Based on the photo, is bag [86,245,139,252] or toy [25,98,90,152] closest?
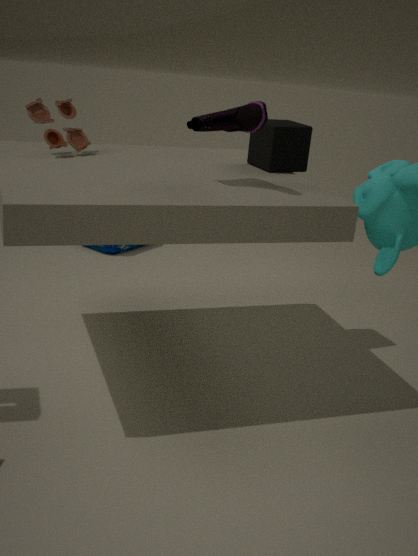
toy [25,98,90,152]
